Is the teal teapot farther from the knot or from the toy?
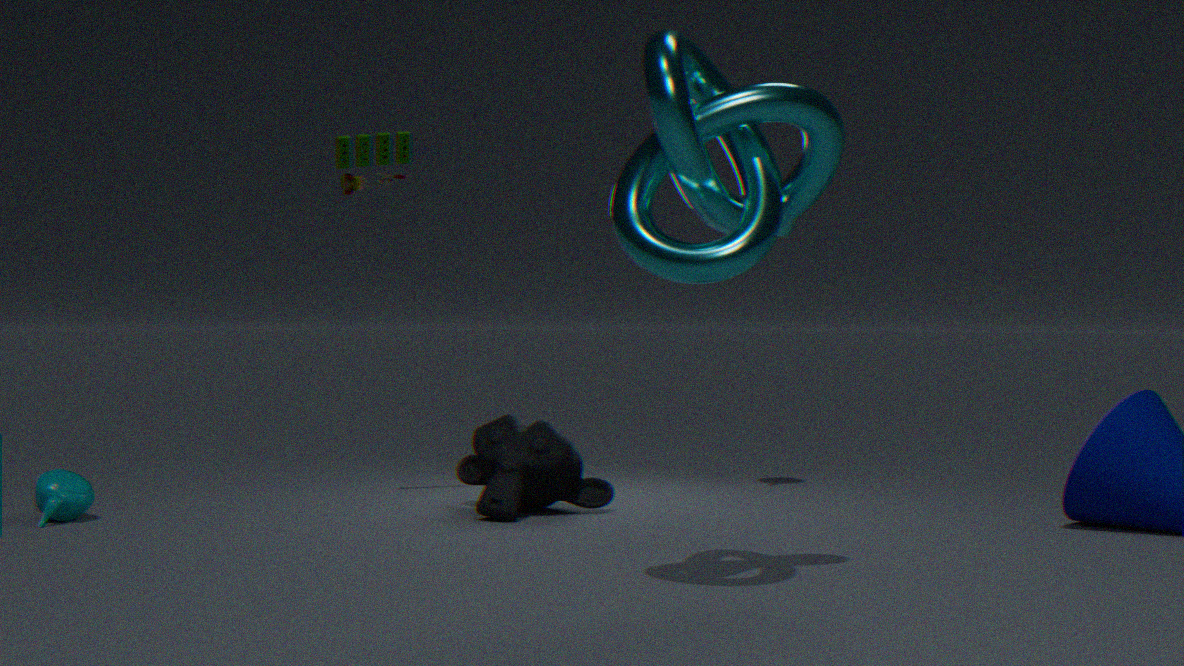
the knot
